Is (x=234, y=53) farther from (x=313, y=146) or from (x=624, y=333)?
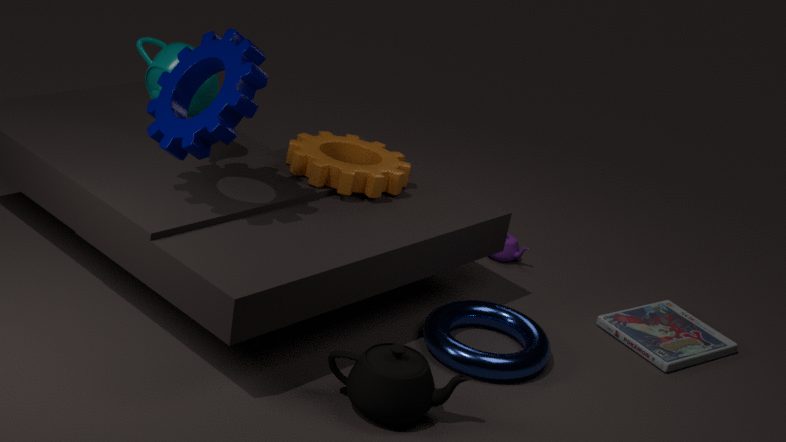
(x=624, y=333)
